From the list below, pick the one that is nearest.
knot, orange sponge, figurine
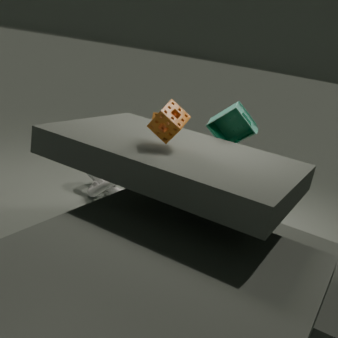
orange sponge
